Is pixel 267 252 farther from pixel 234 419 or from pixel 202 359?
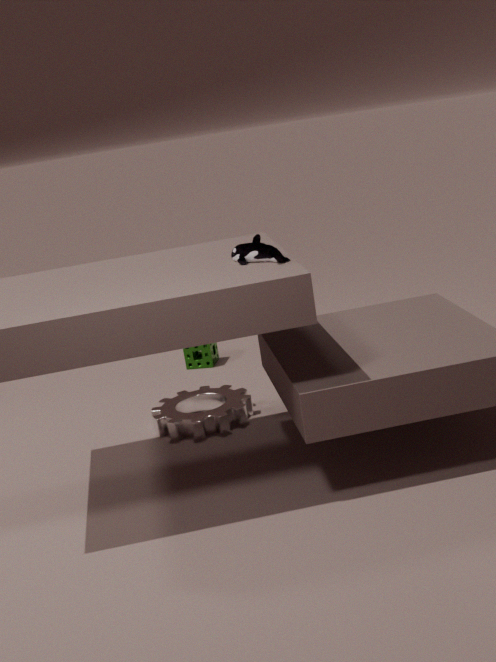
pixel 202 359
